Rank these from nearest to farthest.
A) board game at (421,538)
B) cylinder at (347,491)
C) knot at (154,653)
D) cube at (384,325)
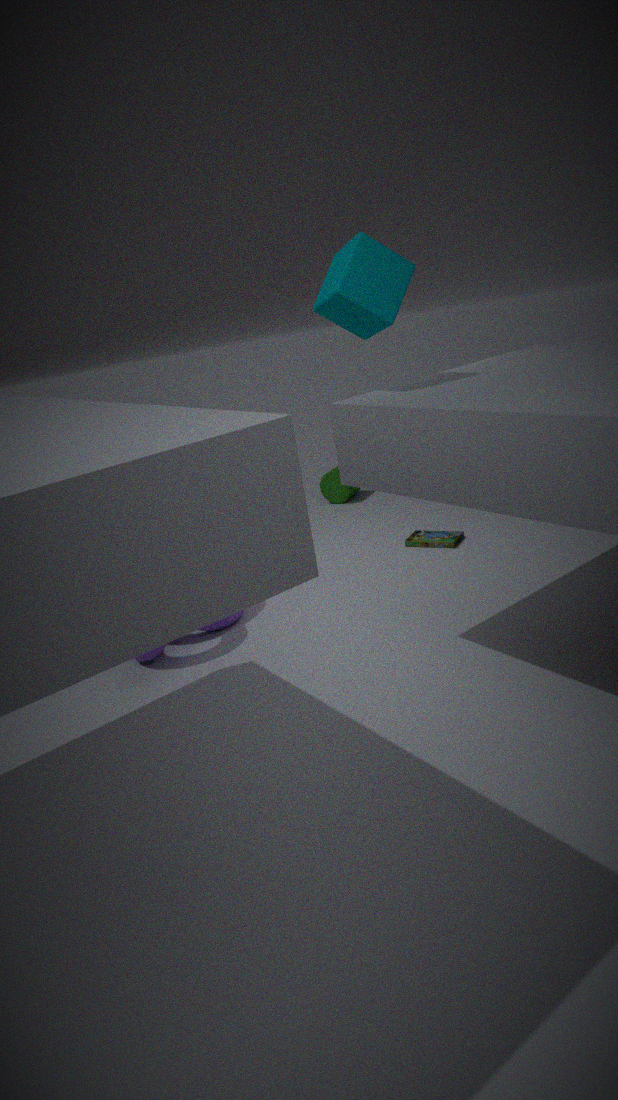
cube at (384,325) → knot at (154,653) → board game at (421,538) → cylinder at (347,491)
